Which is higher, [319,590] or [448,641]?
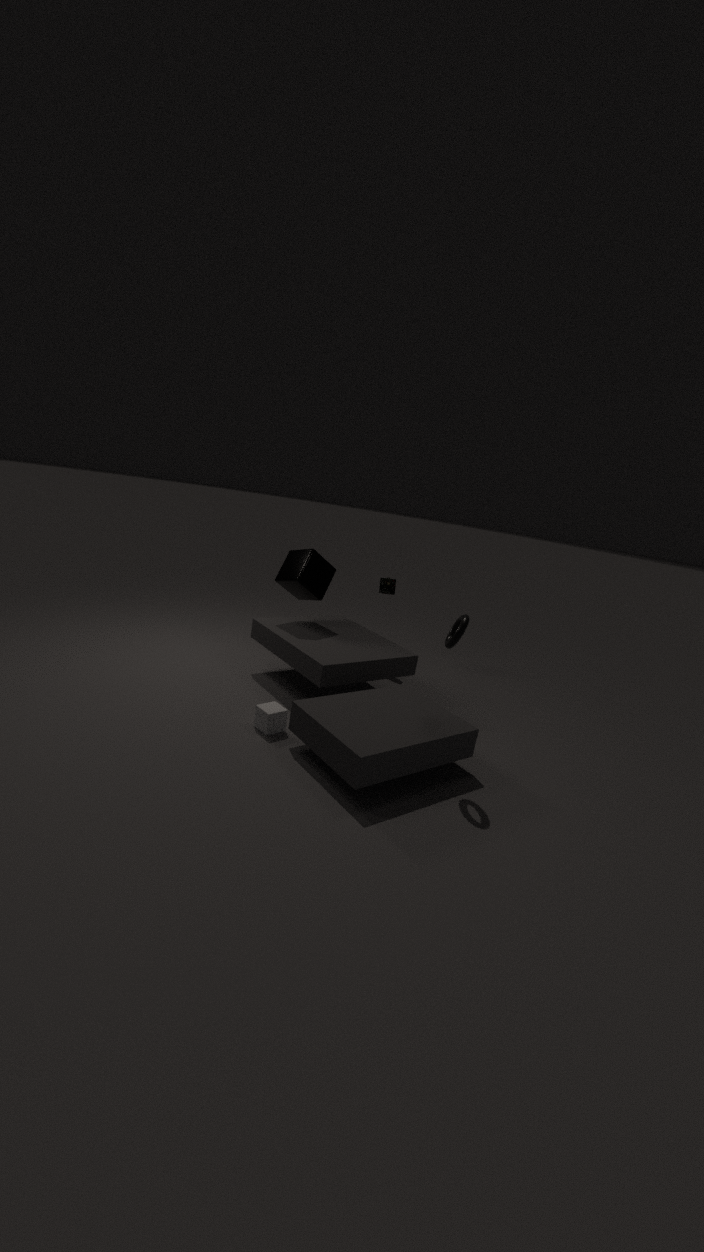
[448,641]
